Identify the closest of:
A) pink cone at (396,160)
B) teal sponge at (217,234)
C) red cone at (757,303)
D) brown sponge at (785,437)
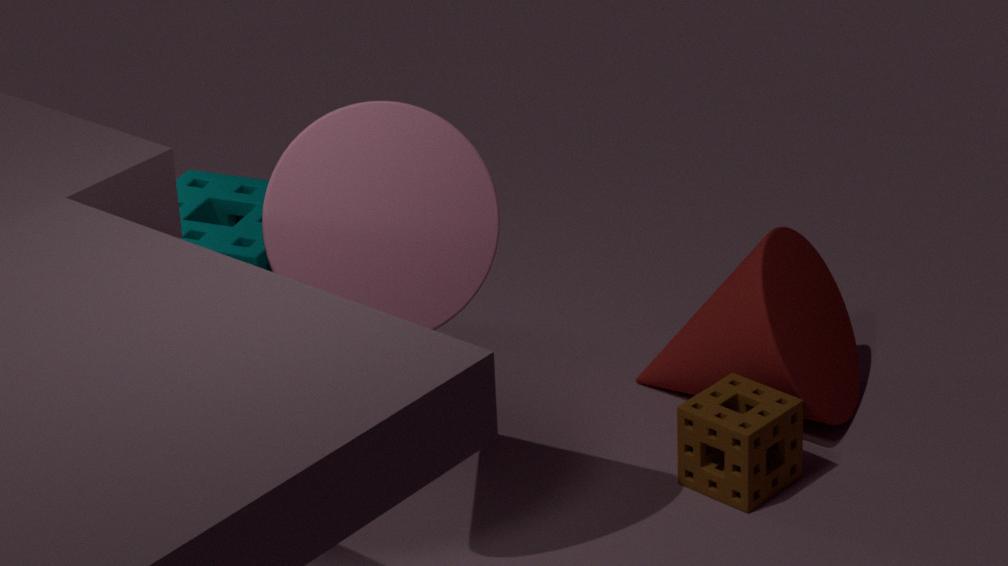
pink cone at (396,160)
